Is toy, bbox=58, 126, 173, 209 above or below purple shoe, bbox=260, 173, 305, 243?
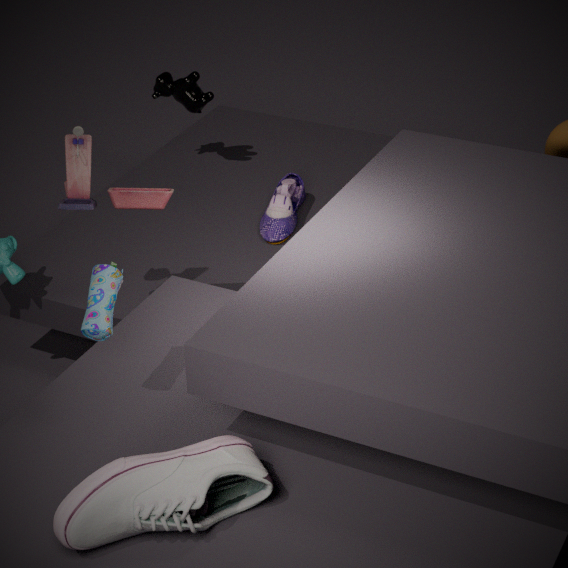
above
